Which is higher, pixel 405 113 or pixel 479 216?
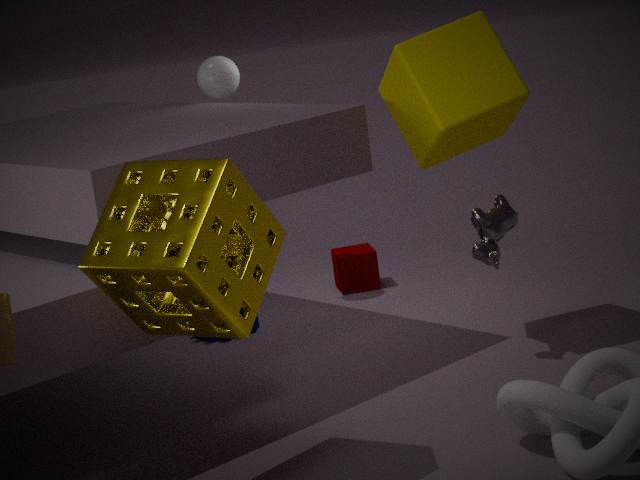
pixel 405 113
